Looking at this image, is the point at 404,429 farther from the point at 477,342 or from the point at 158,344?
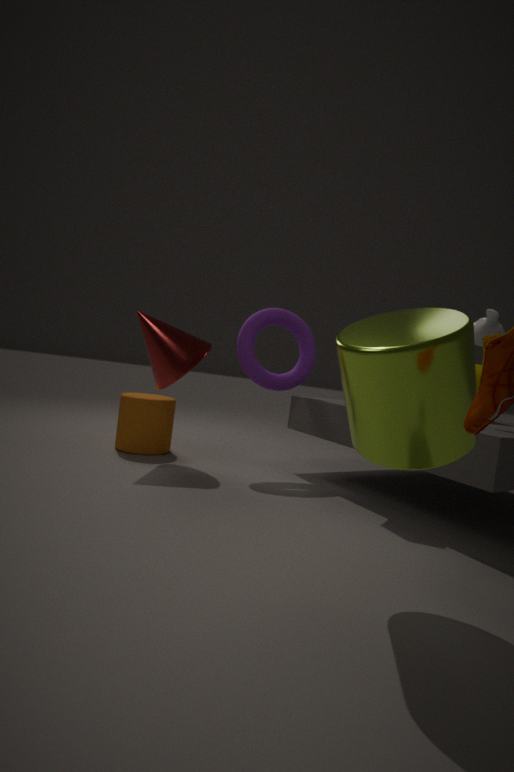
the point at 158,344
